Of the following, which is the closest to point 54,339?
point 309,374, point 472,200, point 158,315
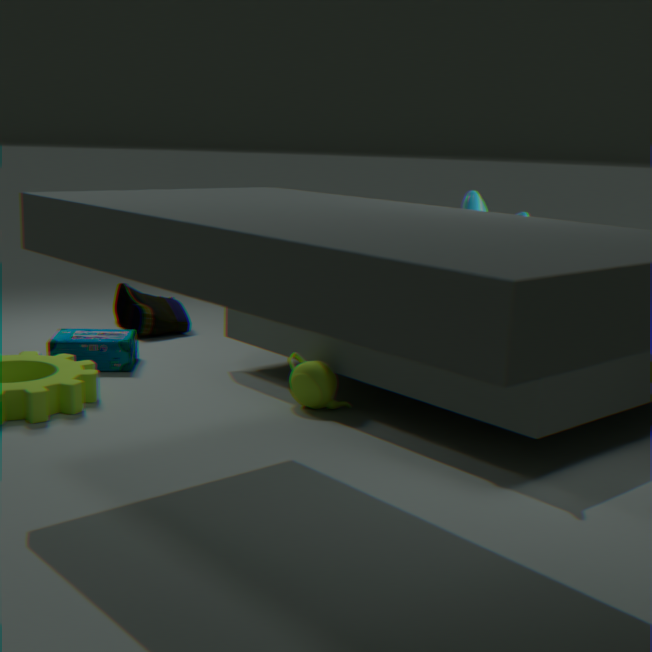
point 158,315
